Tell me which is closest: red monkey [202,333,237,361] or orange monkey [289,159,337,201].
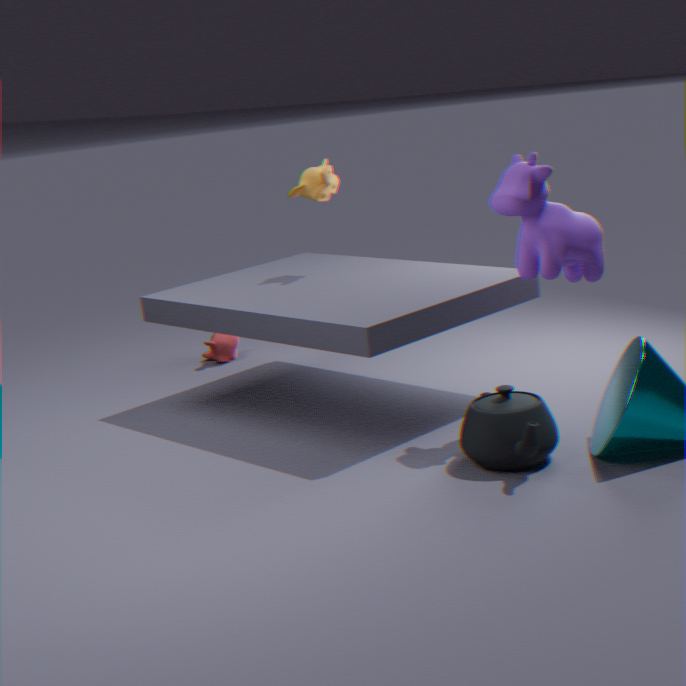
orange monkey [289,159,337,201]
